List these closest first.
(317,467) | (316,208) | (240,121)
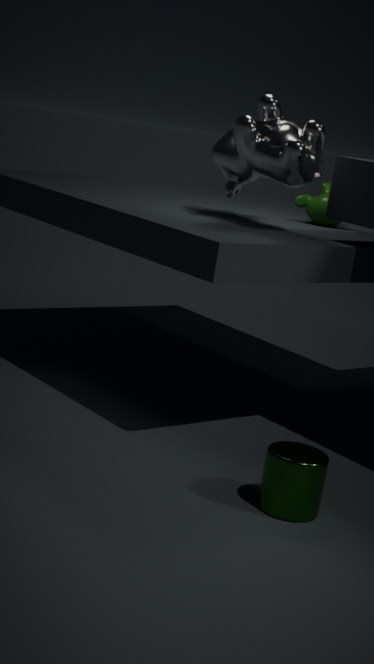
(317,467)
(240,121)
(316,208)
